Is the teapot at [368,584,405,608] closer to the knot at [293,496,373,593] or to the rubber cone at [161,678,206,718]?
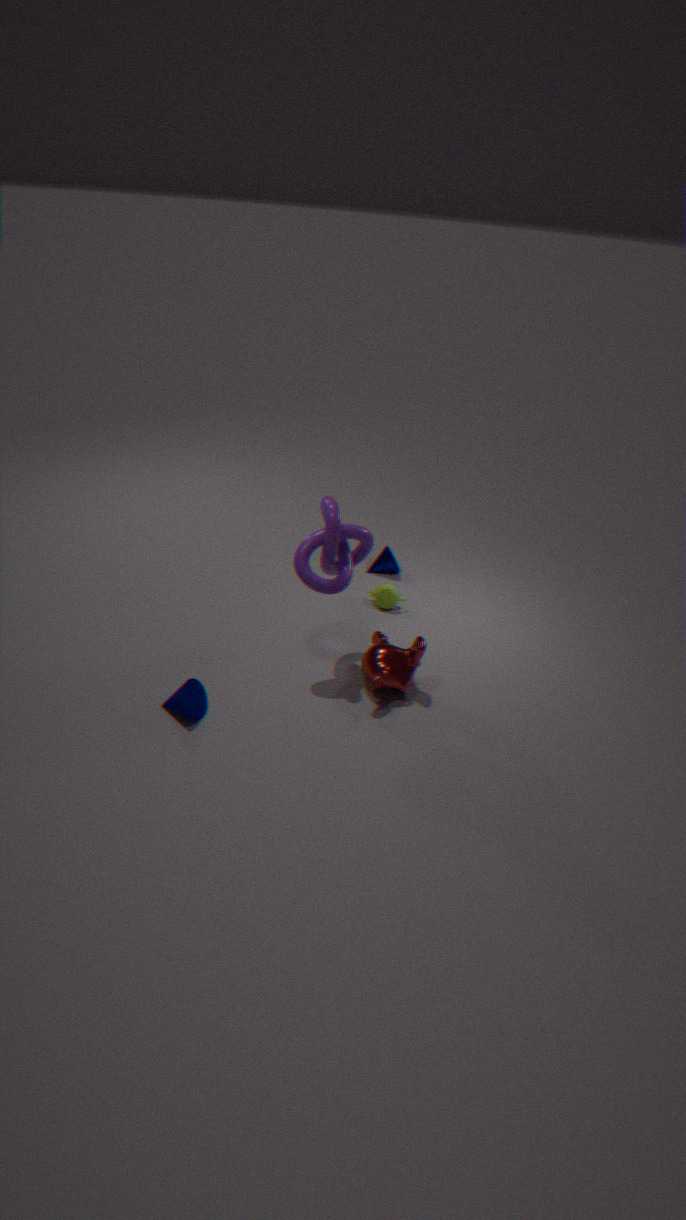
the knot at [293,496,373,593]
